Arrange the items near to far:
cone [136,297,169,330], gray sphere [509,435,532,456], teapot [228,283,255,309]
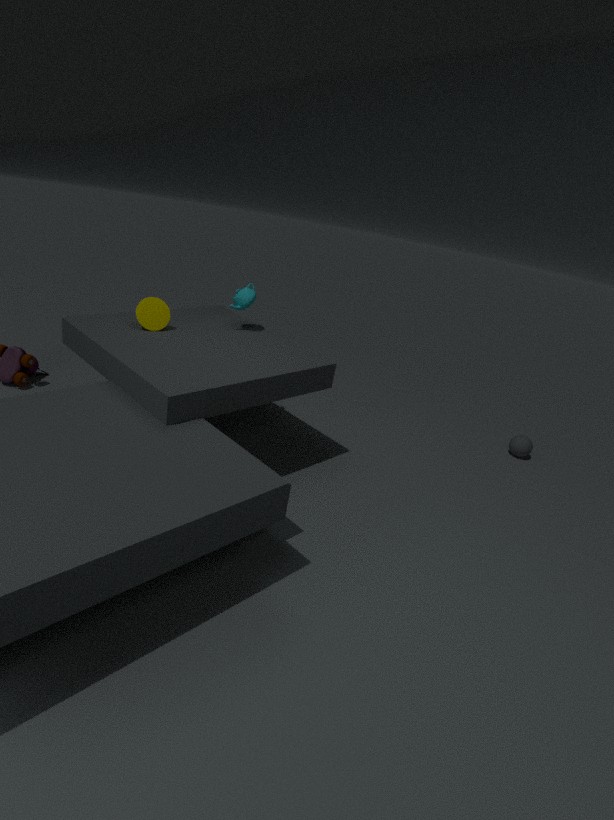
cone [136,297,169,330] → teapot [228,283,255,309] → gray sphere [509,435,532,456]
